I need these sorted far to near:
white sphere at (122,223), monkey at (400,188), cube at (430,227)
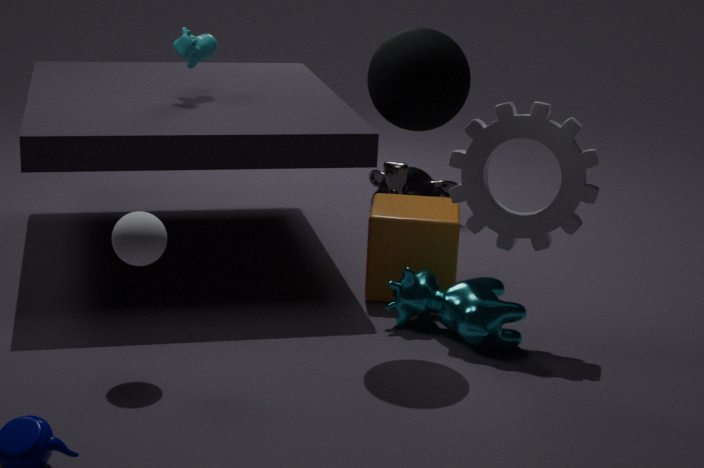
monkey at (400,188) → cube at (430,227) → white sphere at (122,223)
